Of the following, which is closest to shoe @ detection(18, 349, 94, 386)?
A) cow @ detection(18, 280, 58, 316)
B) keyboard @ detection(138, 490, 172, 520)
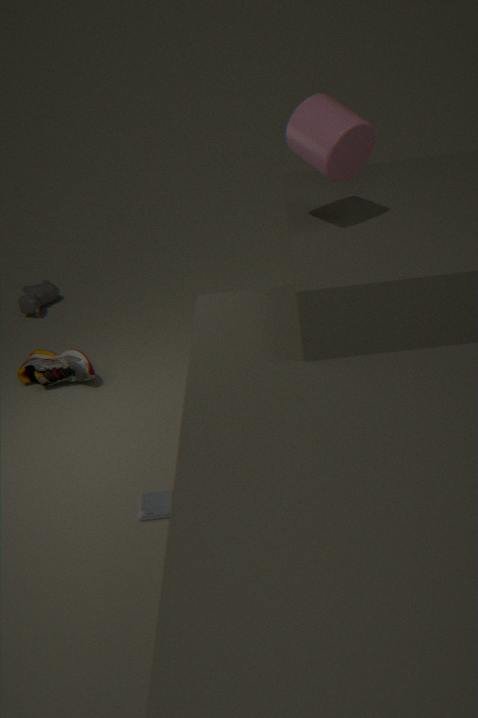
cow @ detection(18, 280, 58, 316)
